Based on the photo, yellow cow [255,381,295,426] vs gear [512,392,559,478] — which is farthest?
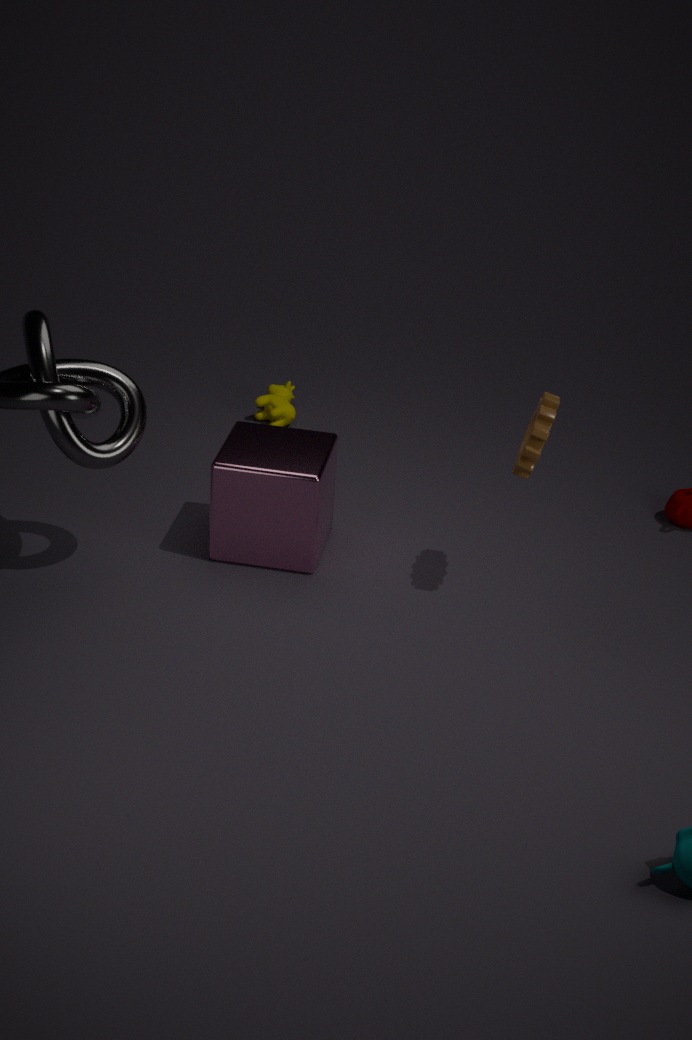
yellow cow [255,381,295,426]
